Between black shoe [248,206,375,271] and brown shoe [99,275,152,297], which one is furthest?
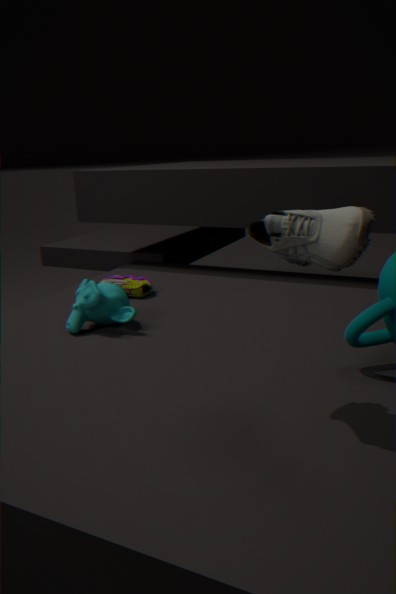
brown shoe [99,275,152,297]
